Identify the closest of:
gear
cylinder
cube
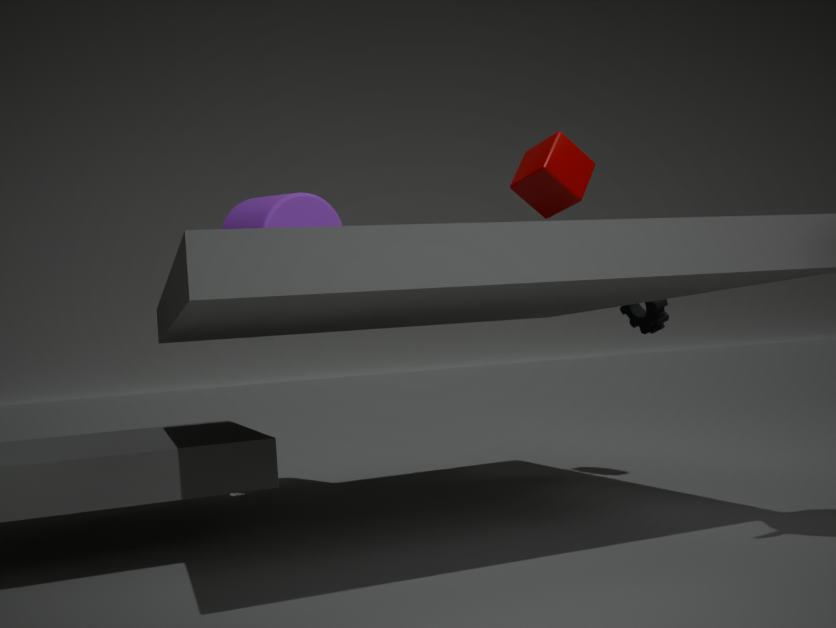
cube
